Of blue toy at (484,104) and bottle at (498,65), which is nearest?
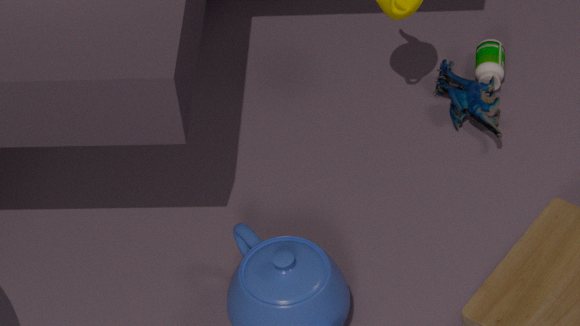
blue toy at (484,104)
